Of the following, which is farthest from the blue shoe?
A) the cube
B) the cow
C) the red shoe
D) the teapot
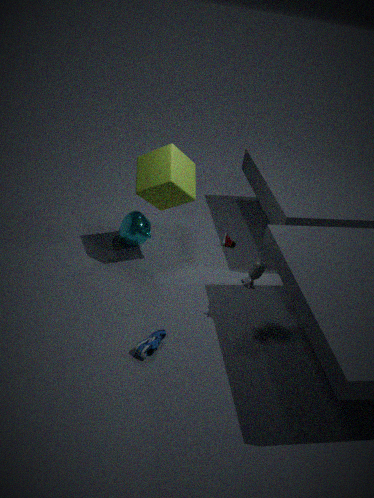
the red shoe
